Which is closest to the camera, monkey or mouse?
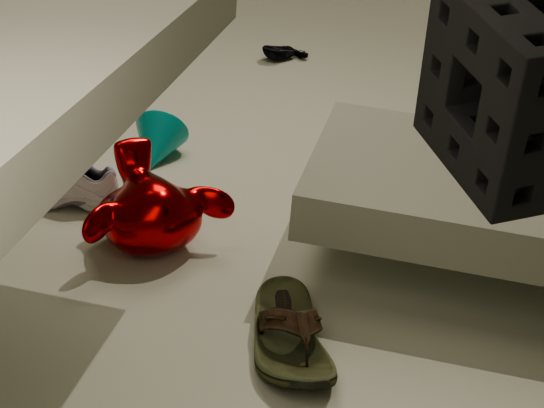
monkey
